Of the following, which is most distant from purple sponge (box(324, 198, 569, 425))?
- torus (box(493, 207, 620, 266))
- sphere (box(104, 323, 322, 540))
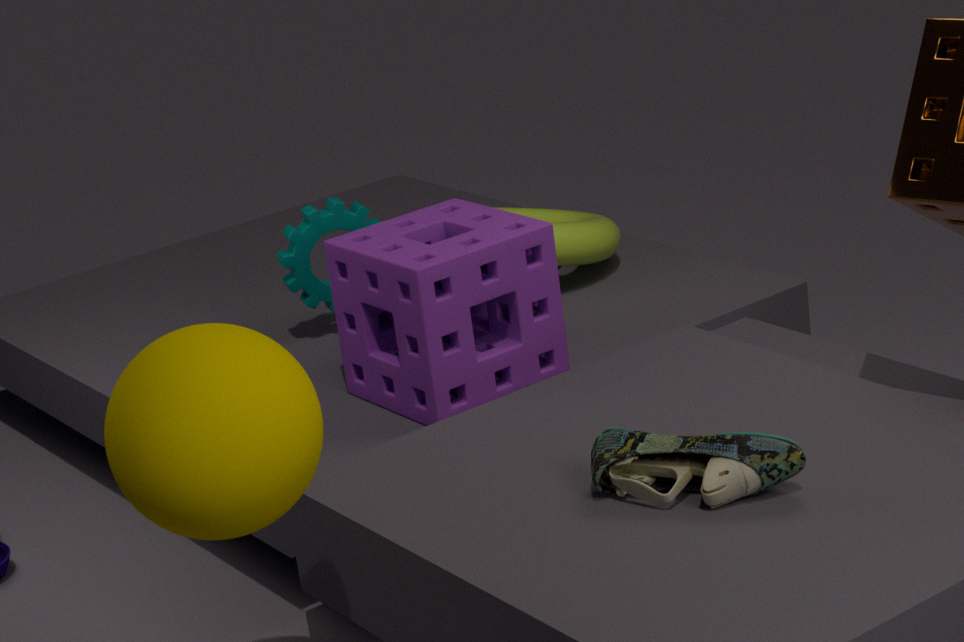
sphere (box(104, 323, 322, 540))
